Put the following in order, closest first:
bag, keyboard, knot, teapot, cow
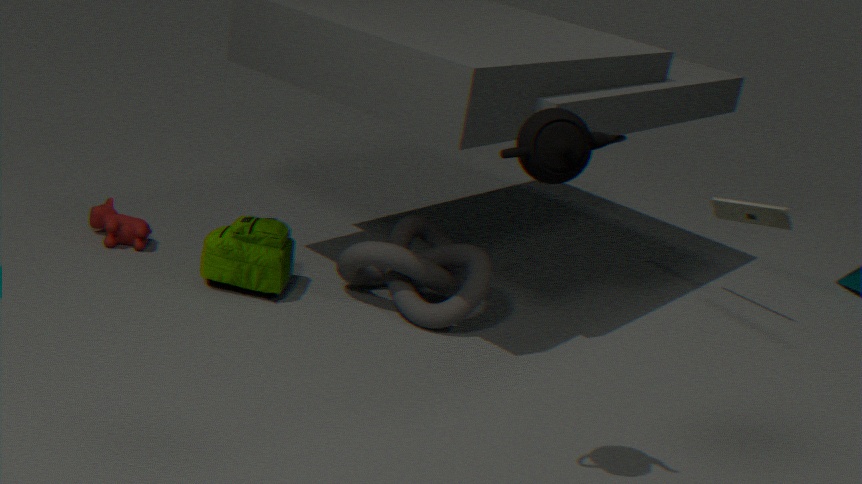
teapot → knot → bag → cow → keyboard
